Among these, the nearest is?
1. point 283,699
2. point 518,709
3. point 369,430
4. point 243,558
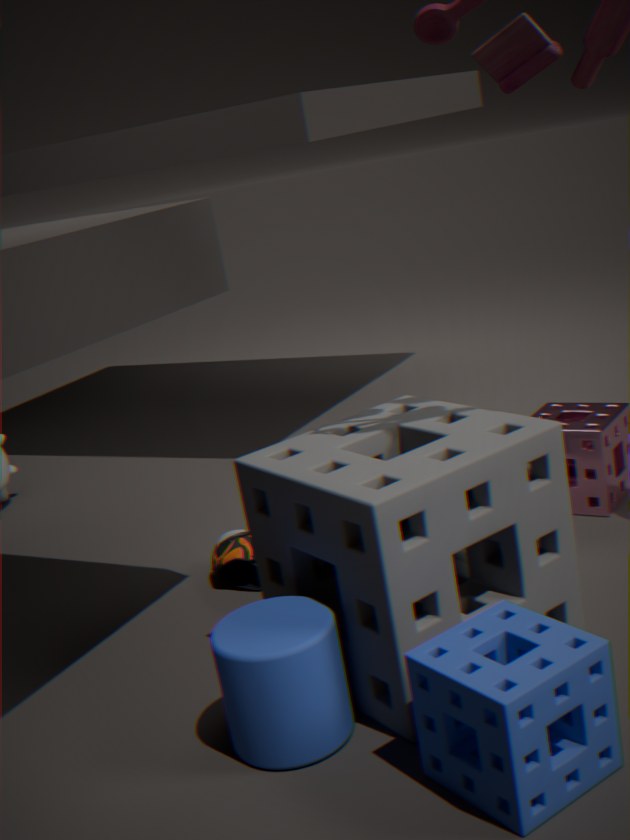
point 518,709
